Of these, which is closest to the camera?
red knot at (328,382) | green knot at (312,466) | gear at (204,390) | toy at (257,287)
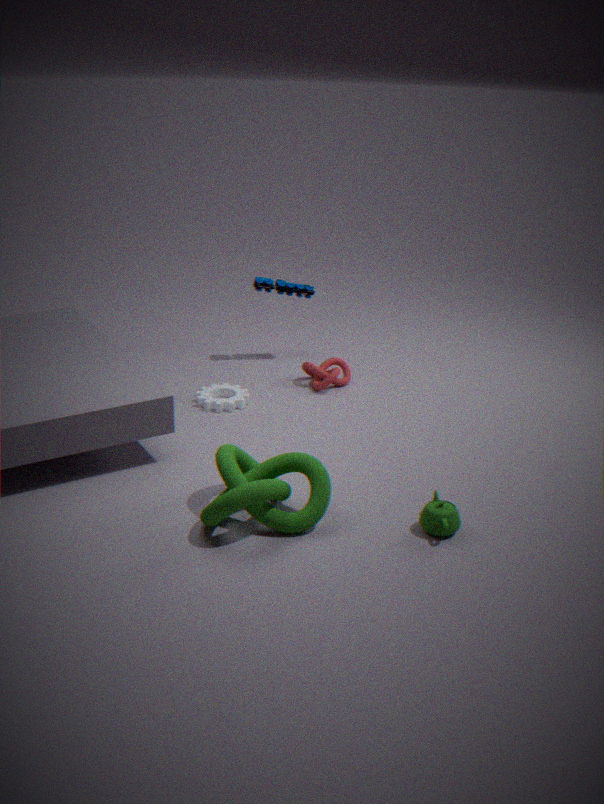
green knot at (312,466)
